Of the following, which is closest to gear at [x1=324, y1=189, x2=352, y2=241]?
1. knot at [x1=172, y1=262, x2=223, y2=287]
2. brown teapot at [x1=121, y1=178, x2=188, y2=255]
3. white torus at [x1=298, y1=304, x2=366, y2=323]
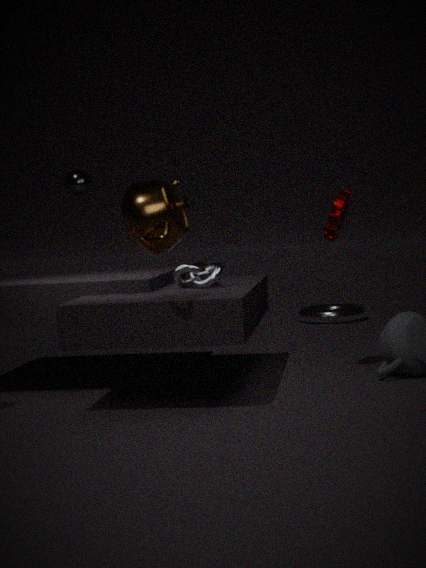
knot at [x1=172, y1=262, x2=223, y2=287]
